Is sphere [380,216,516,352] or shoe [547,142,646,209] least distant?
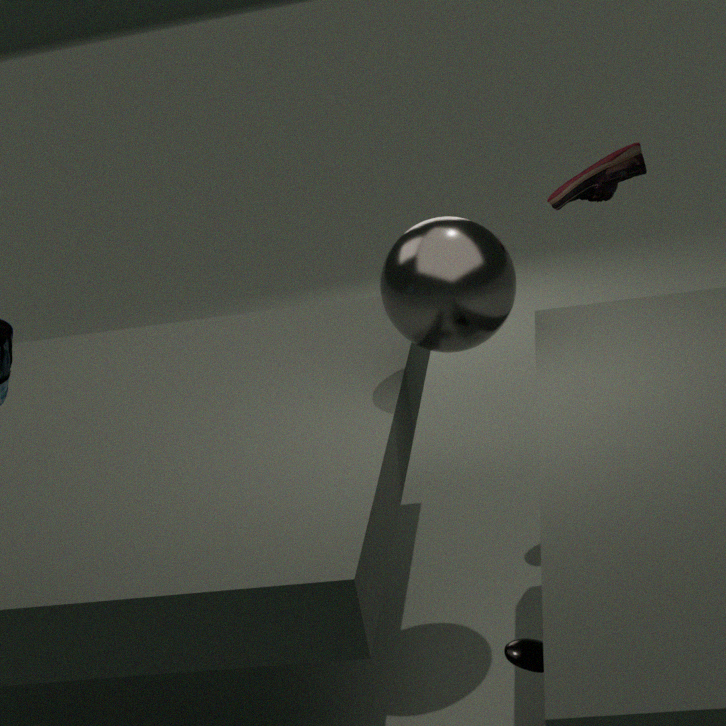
sphere [380,216,516,352]
